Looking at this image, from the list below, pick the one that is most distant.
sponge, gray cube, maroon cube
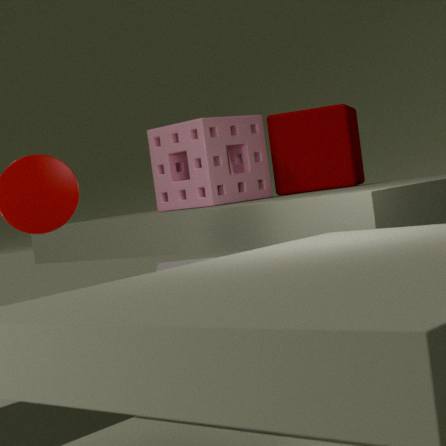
maroon cube
